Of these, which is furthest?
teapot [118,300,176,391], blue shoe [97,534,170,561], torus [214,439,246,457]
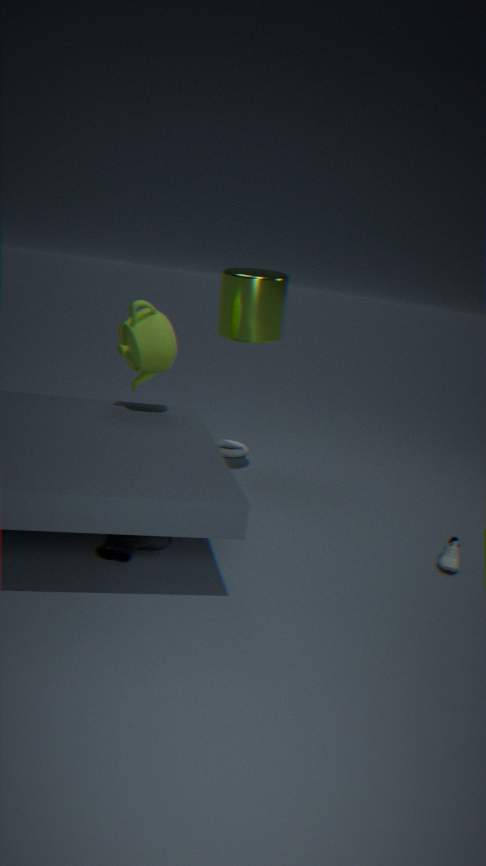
torus [214,439,246,457]
